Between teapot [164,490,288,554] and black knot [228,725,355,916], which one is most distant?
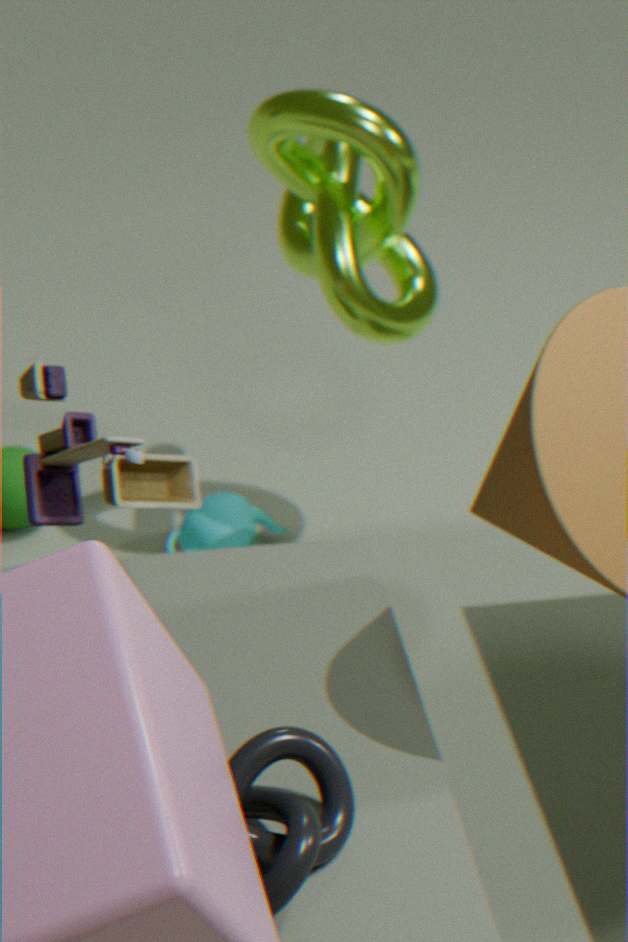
teapot [164,490,288,554]
